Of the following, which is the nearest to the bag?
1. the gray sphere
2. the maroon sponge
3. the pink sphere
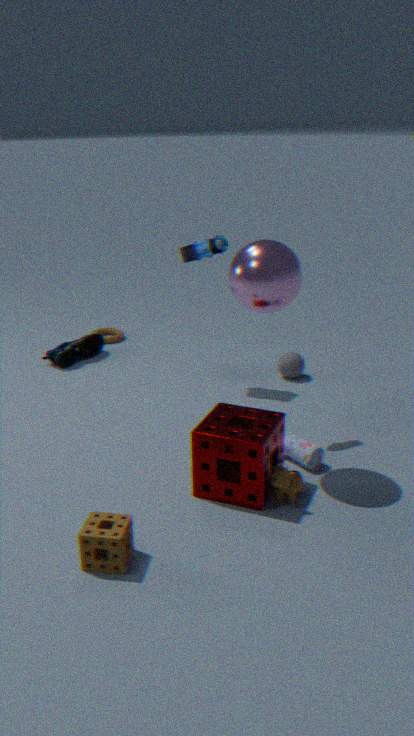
the maroon sponge
